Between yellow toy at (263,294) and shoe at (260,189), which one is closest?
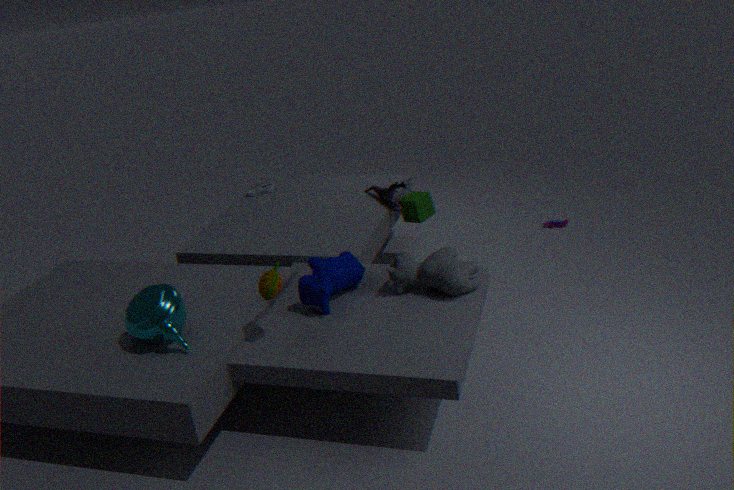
yellow toy at (263,294)
